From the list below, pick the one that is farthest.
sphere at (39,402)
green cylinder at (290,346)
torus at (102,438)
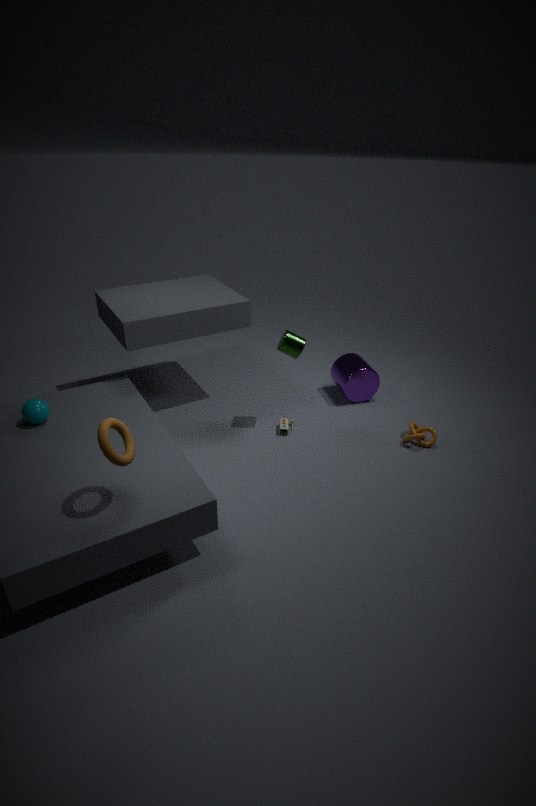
green cylinder at (290,346)
